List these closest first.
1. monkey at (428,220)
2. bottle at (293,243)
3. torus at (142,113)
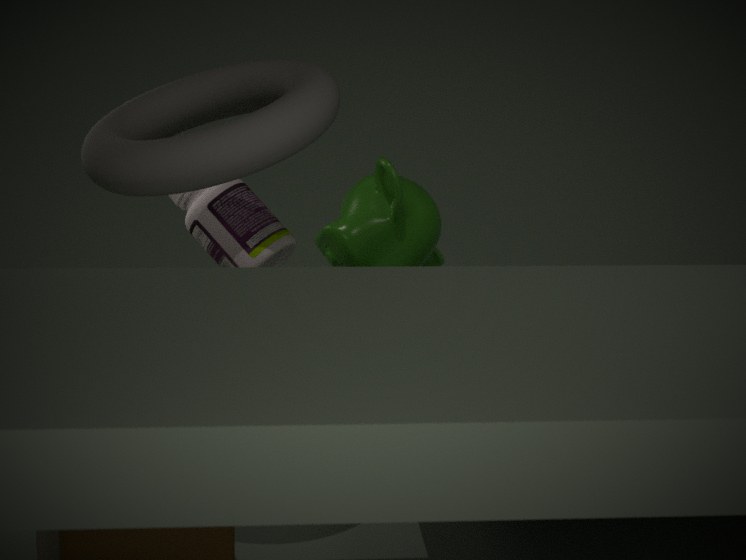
1. torus at (142,113)
2. bottle at (293,243)
3. monkey at (428,220)
